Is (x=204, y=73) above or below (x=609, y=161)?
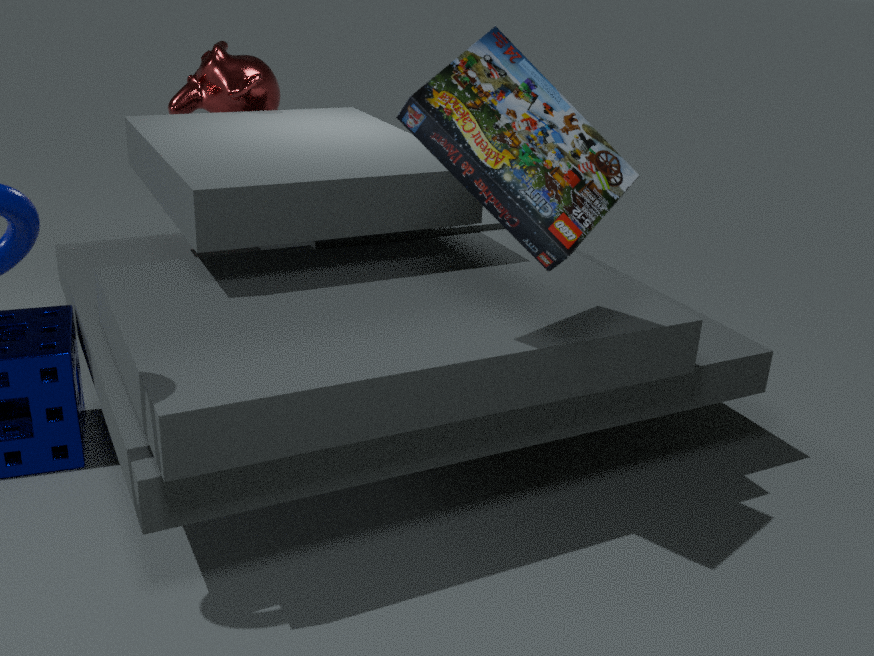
below
